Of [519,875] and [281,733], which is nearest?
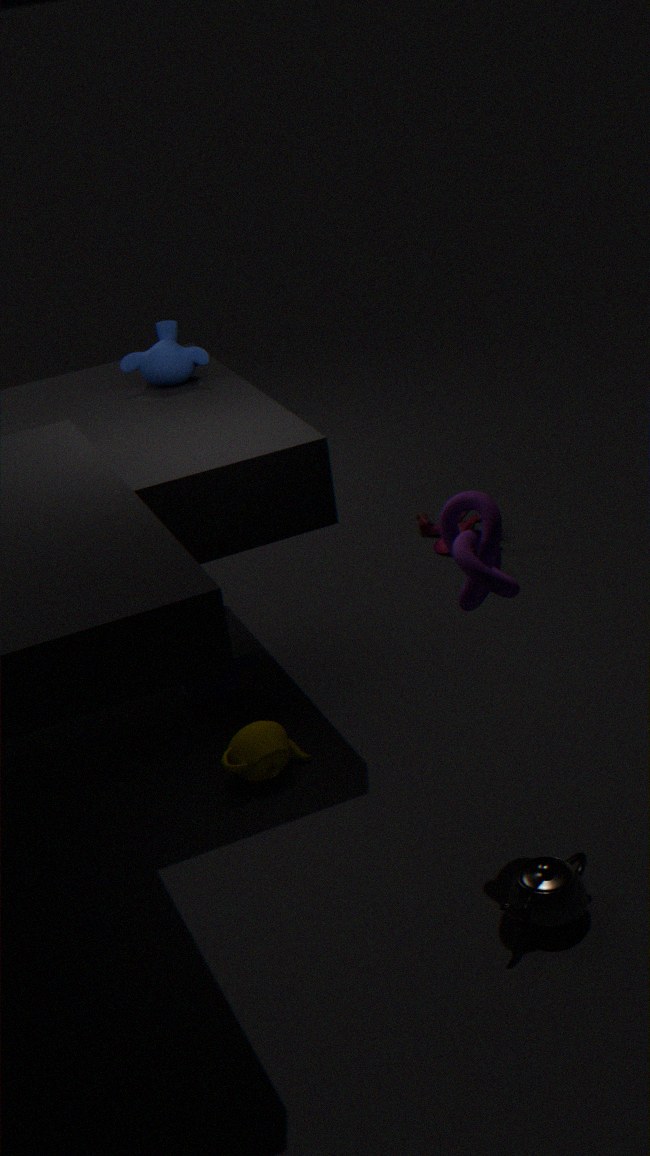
[519,875]
